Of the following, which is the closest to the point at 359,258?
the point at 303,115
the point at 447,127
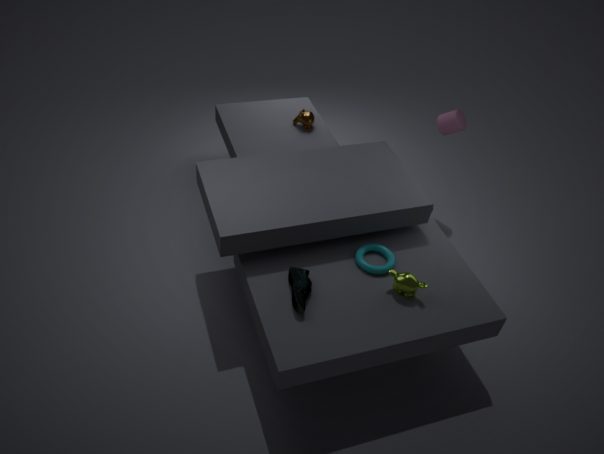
the point at 447,127
